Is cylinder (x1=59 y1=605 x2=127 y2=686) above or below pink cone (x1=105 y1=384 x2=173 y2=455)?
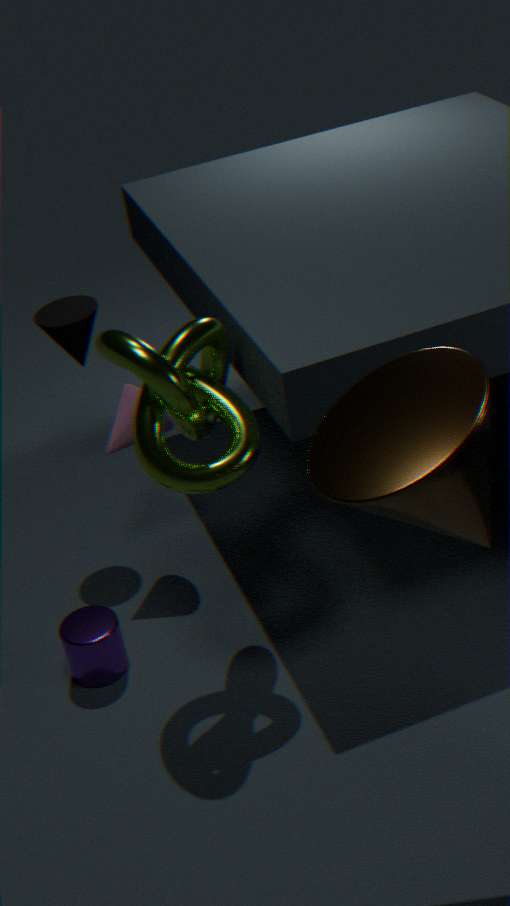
below
